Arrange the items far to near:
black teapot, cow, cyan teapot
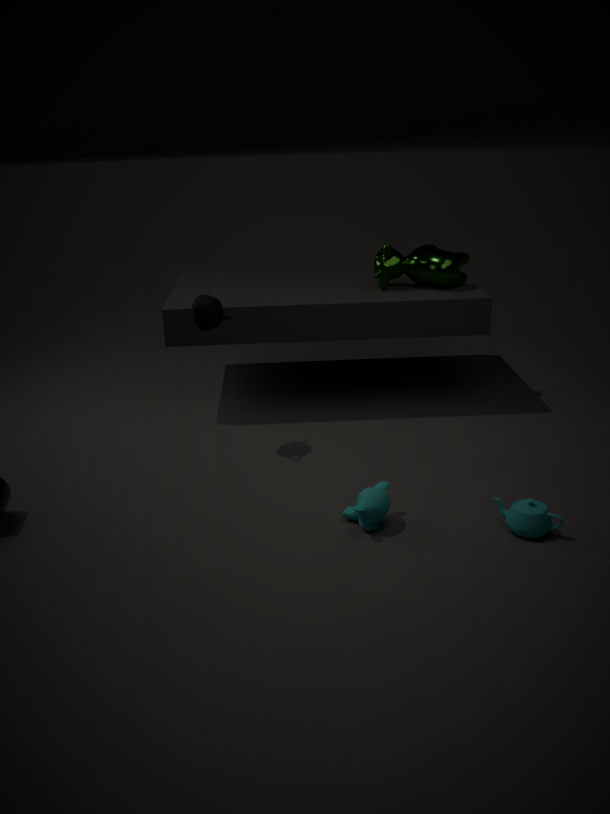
cow < black teapot < cyan teapot
